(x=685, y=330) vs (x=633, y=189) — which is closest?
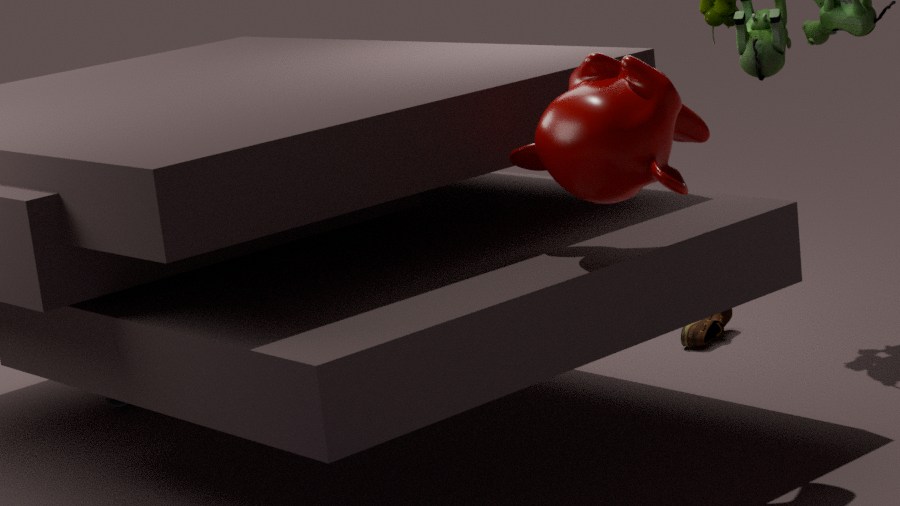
(x=633, y=189)
